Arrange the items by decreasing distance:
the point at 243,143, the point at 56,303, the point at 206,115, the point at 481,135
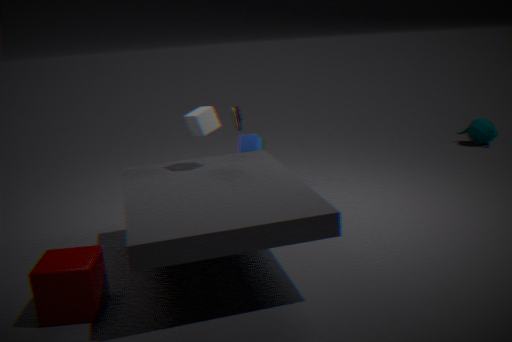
the point at 481,135
the point at 243,143
the point at 206,115
the point at 56,303
